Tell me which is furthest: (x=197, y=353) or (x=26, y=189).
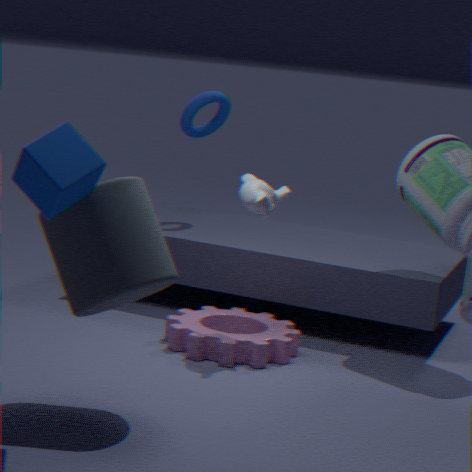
(x=197, y=353)
